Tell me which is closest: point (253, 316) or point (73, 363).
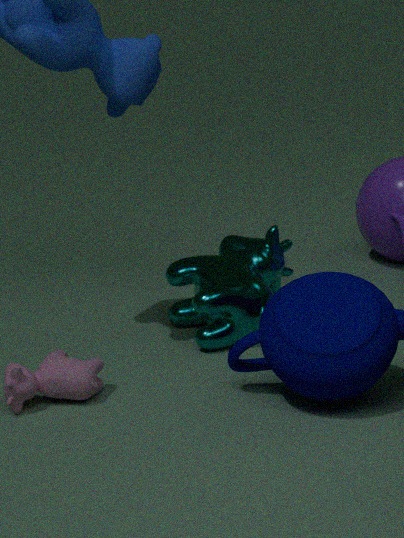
point (73, 363)
